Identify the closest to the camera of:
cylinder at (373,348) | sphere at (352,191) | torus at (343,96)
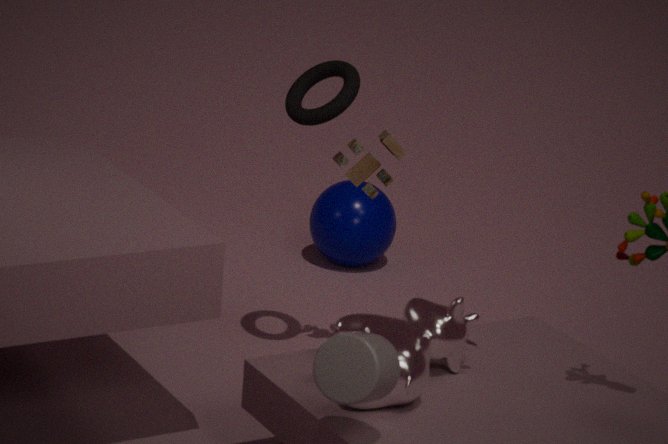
cylinder at (373,348)
